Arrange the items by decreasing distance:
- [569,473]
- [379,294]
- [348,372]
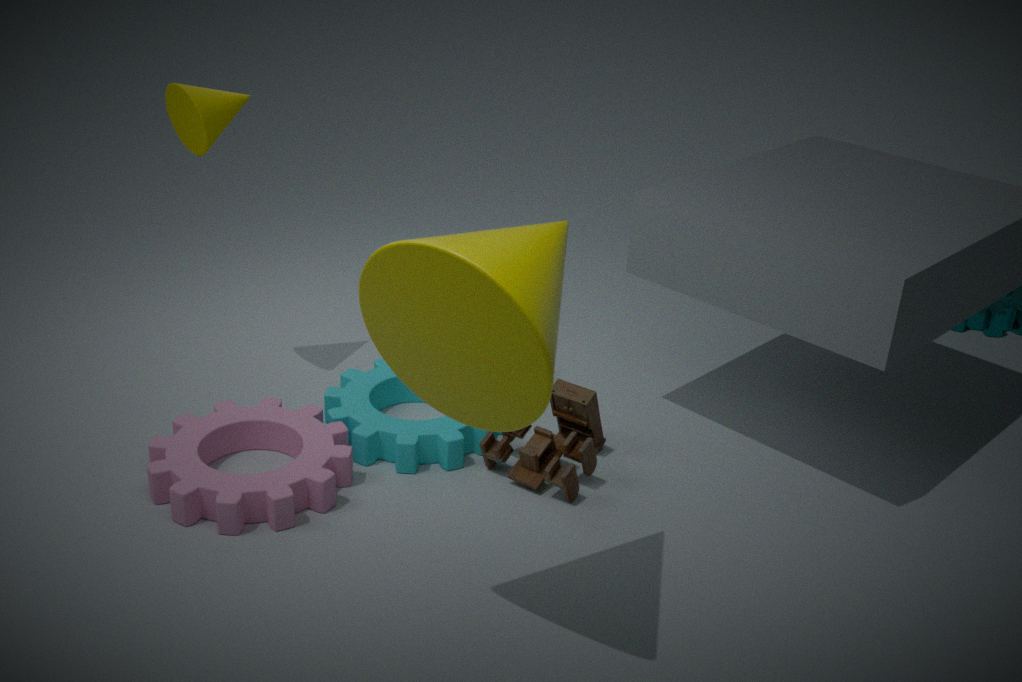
[348,372], [569,473], [379,294]
